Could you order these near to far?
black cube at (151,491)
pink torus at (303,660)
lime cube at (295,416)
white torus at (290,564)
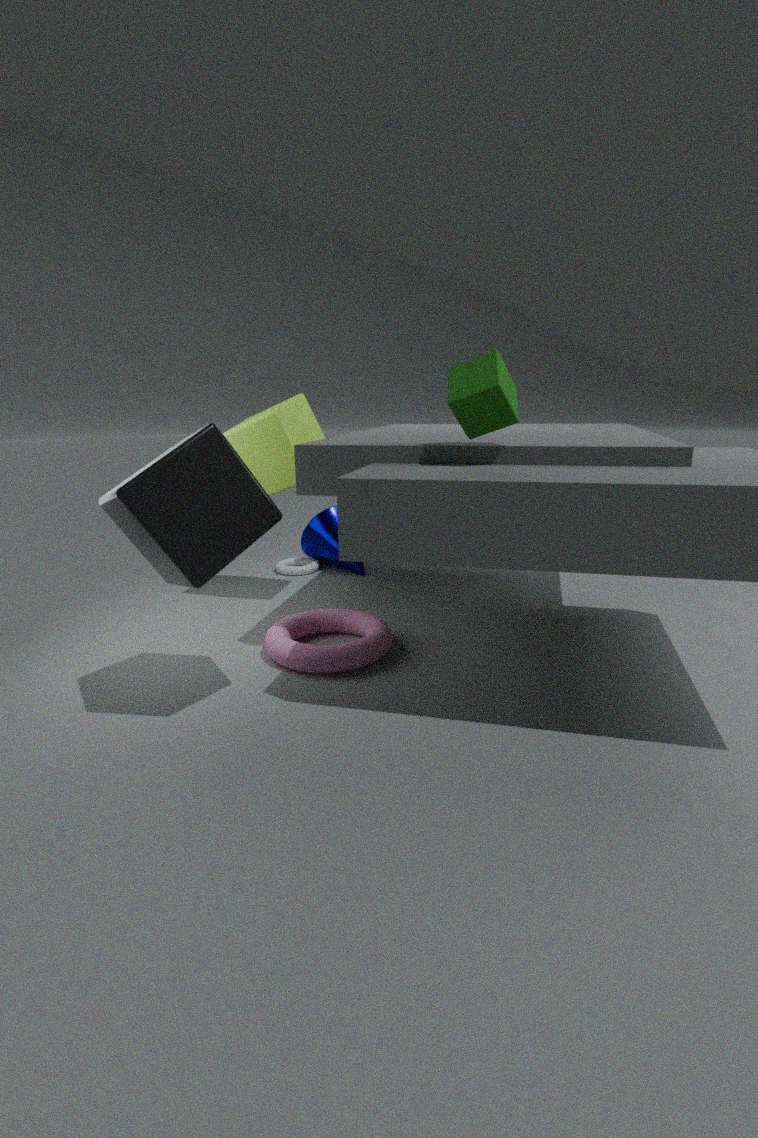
black cube at (151,491) → pink torus at (303,660) → lime cube at (295,416) → white torus at (290,564)
